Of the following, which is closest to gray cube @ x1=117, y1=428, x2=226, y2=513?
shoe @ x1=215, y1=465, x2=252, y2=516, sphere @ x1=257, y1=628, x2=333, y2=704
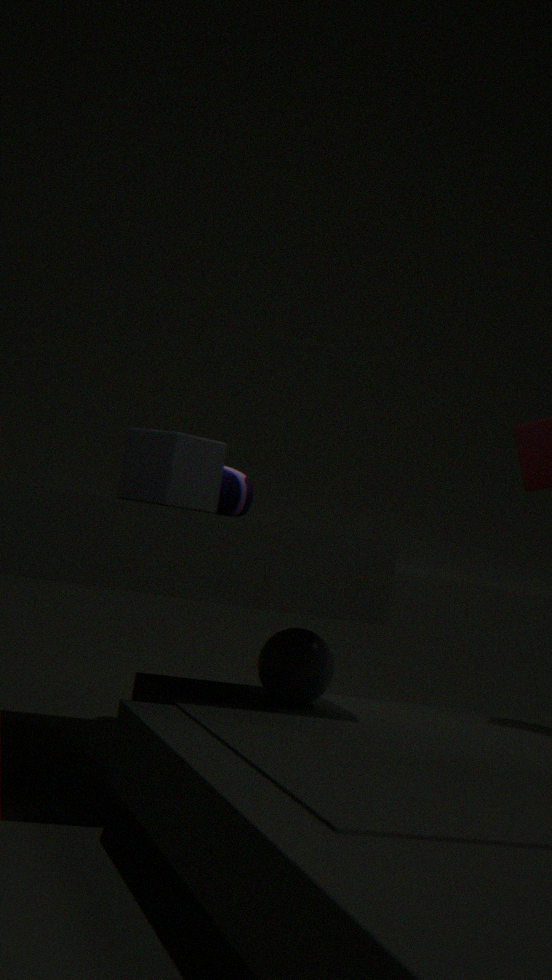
shoe @ x1=215, y1=465, x2=252, y2=516
